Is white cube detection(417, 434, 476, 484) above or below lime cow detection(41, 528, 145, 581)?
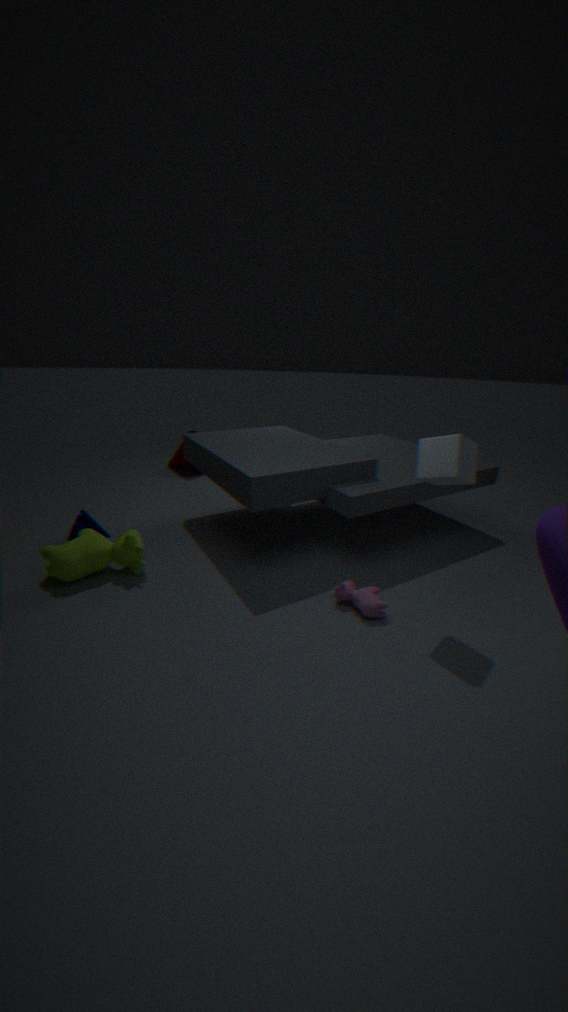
above
